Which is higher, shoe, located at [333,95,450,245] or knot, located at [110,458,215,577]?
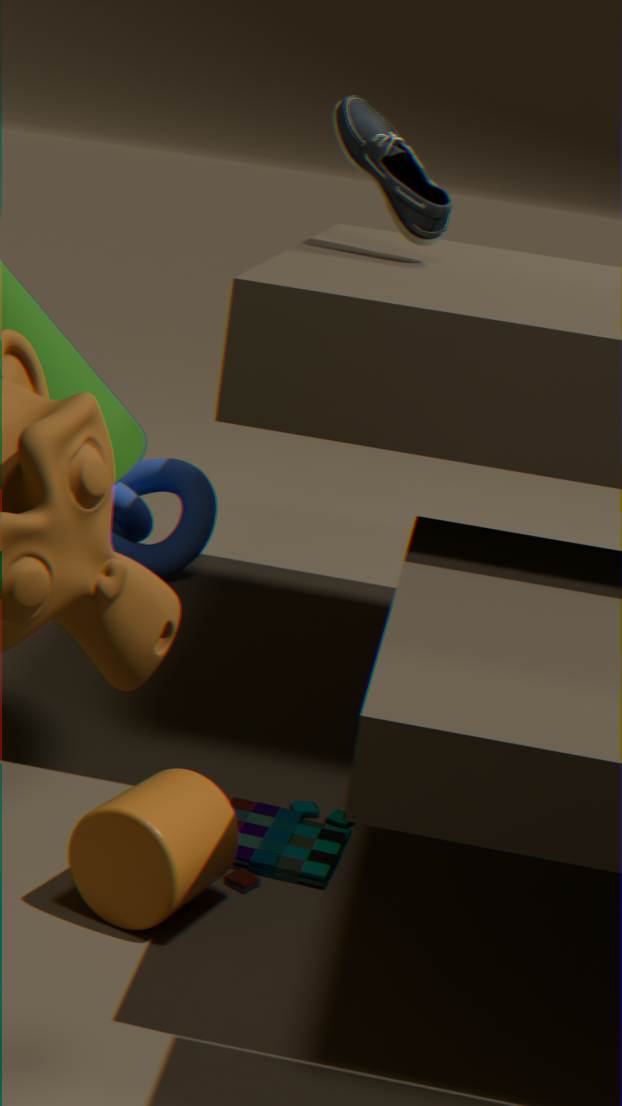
shoe, located at [333,95,450,245]
